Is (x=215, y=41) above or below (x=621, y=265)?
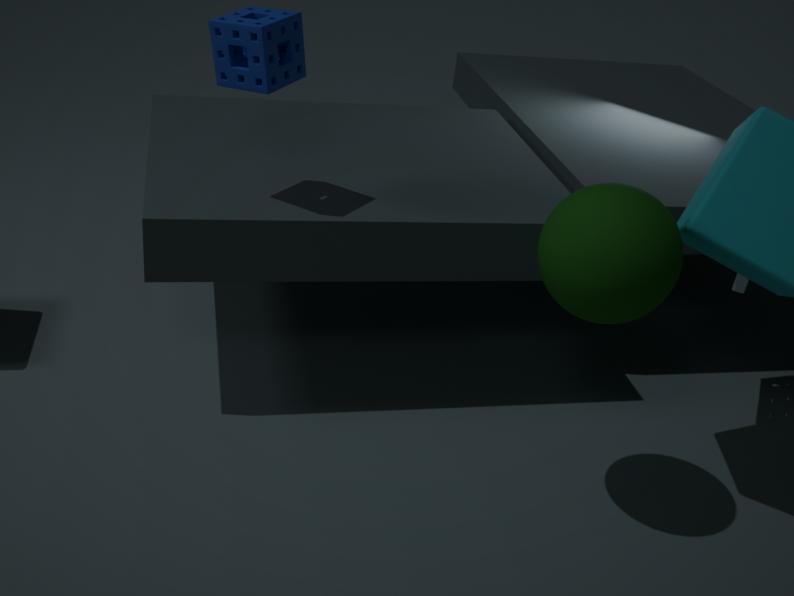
above
